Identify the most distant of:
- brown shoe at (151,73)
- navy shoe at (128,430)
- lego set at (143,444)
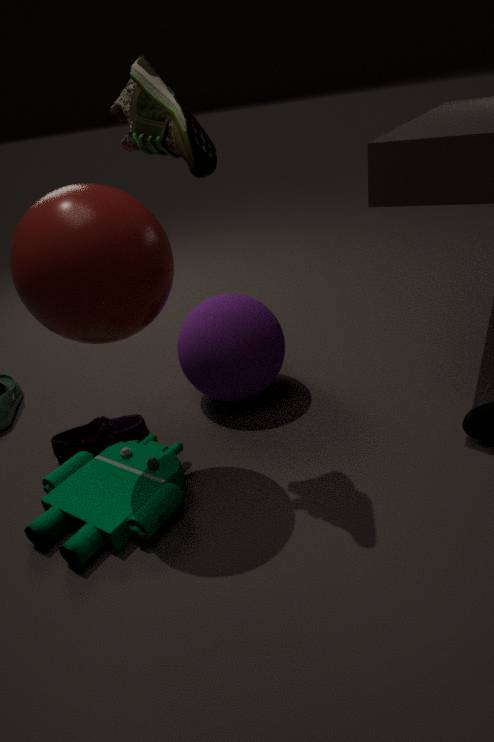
navy shoe at (128,430)
